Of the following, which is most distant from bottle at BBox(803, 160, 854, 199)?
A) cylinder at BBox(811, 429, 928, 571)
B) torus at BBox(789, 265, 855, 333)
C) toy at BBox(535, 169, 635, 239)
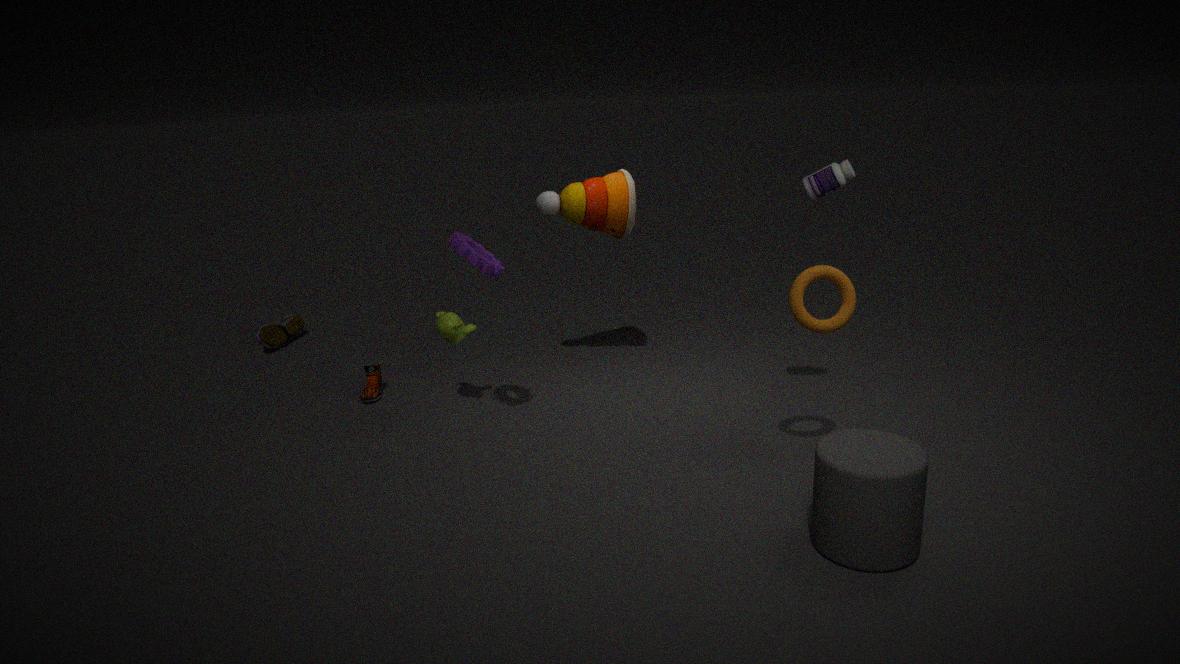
cylinder at BBox(811, 429, 928, 571)
